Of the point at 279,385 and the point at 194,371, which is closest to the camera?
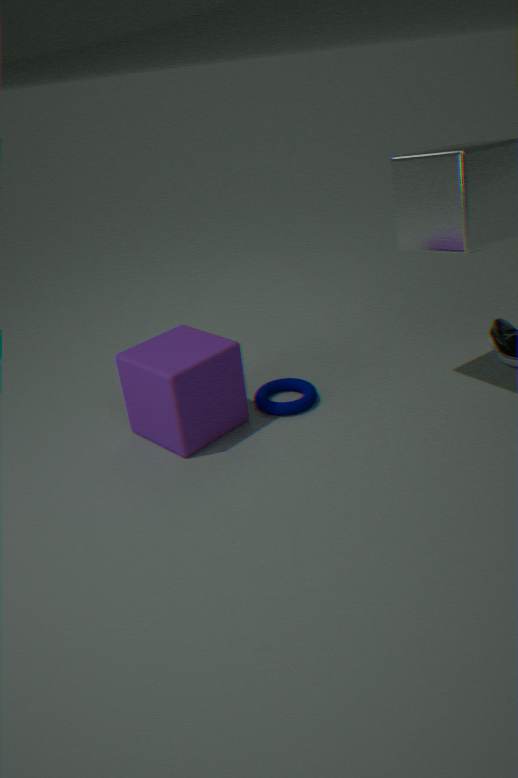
the point at 194,371
